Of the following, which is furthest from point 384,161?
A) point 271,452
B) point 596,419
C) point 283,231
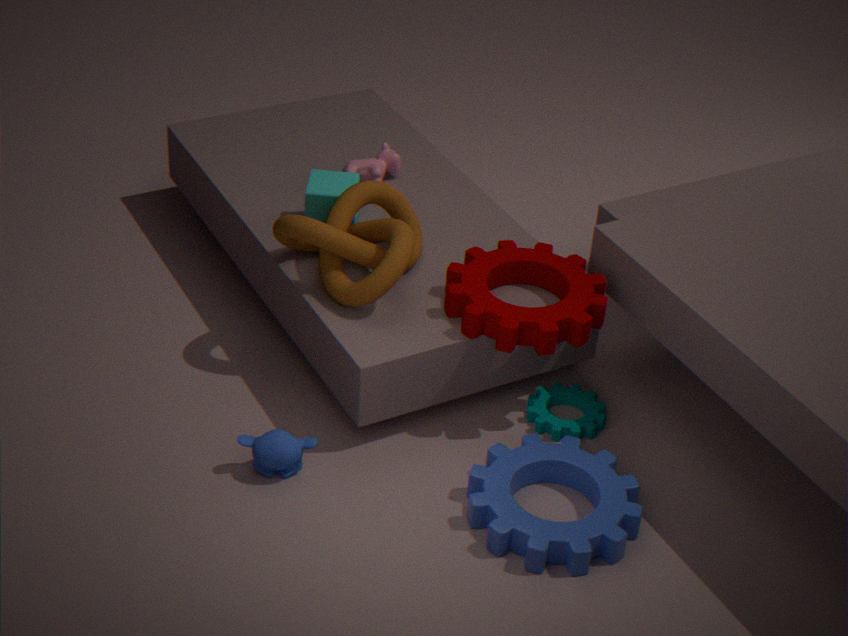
point 271,452
